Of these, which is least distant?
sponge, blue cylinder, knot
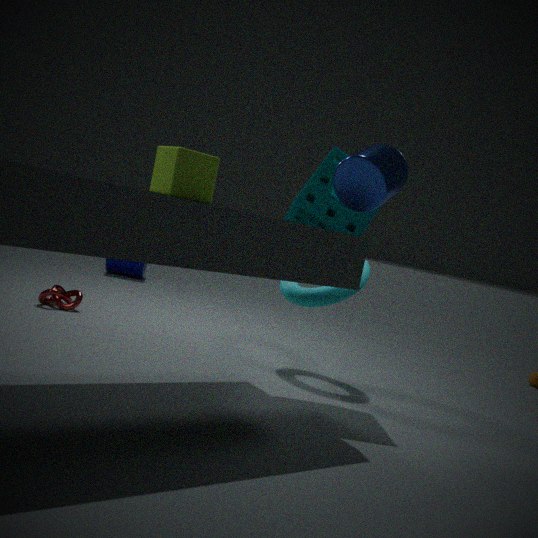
blue cylinder
